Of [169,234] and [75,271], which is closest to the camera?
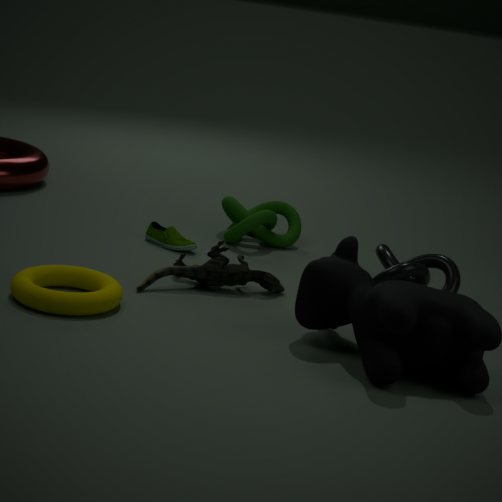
[75,271]
